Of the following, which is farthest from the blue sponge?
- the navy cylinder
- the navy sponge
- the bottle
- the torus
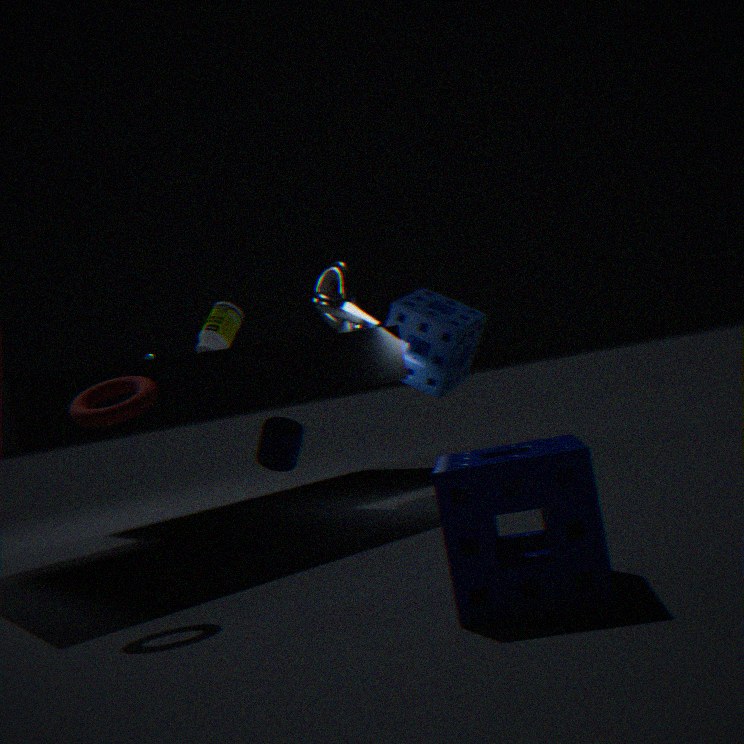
the navy sponge
